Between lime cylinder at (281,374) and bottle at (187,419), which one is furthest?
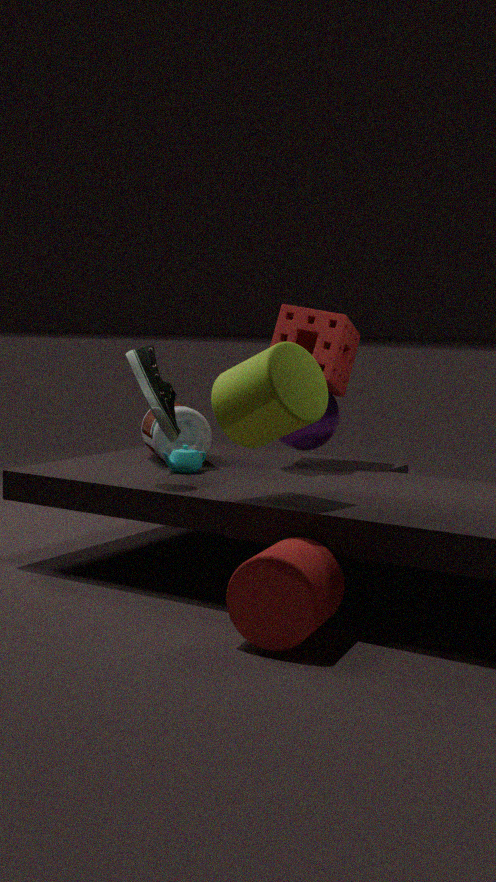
bottle at (187,419)
